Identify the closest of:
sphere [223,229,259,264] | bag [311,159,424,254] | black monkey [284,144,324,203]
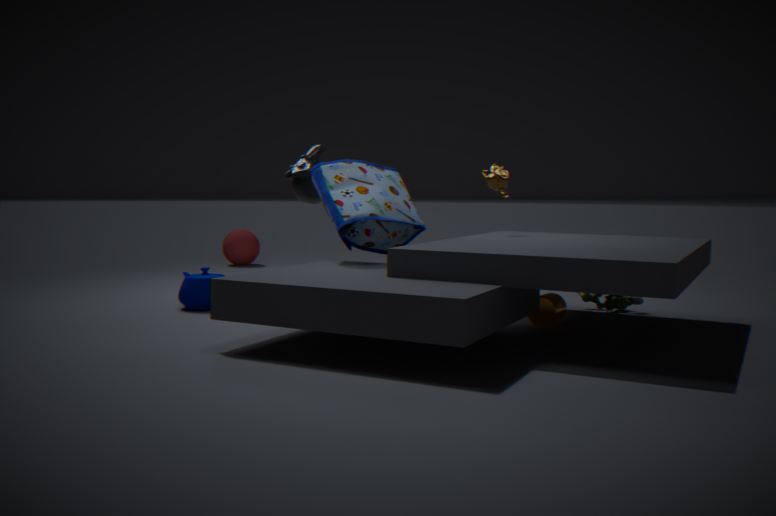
bag [311,159,424,254]
